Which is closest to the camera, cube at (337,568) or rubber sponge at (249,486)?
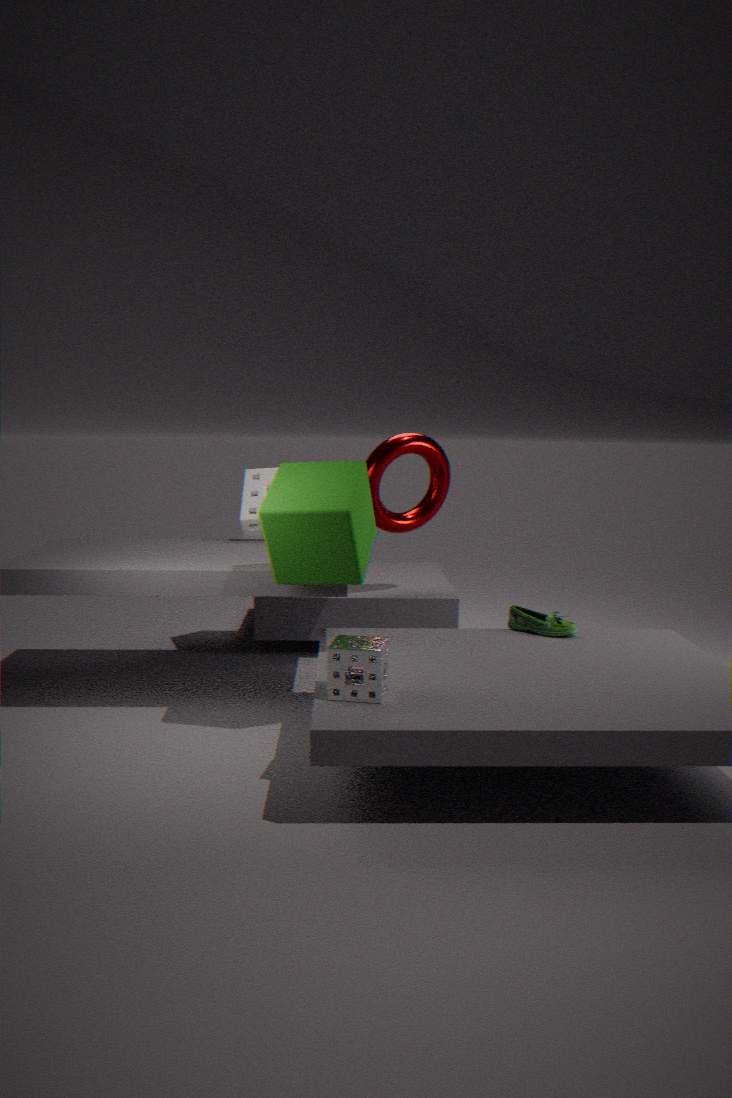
cube at (337,568)
